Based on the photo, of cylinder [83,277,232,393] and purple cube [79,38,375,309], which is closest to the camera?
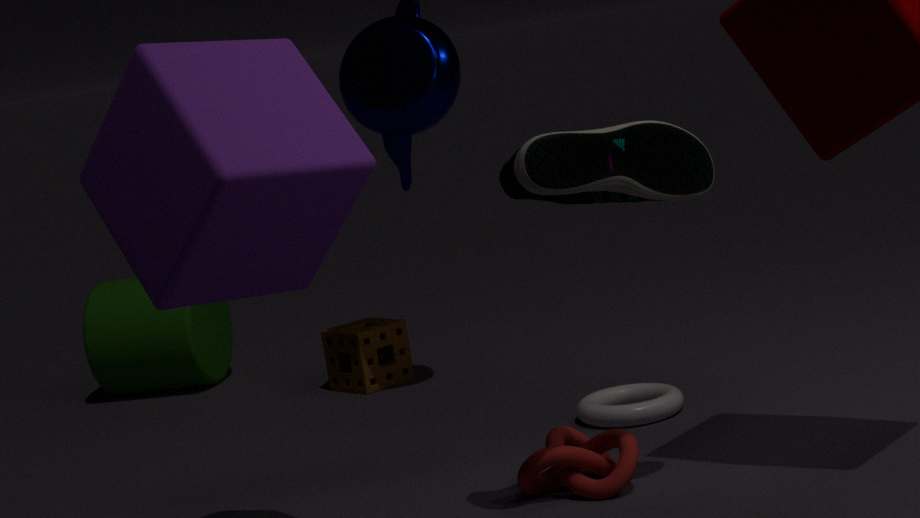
purple cube [79,38,375,309]
